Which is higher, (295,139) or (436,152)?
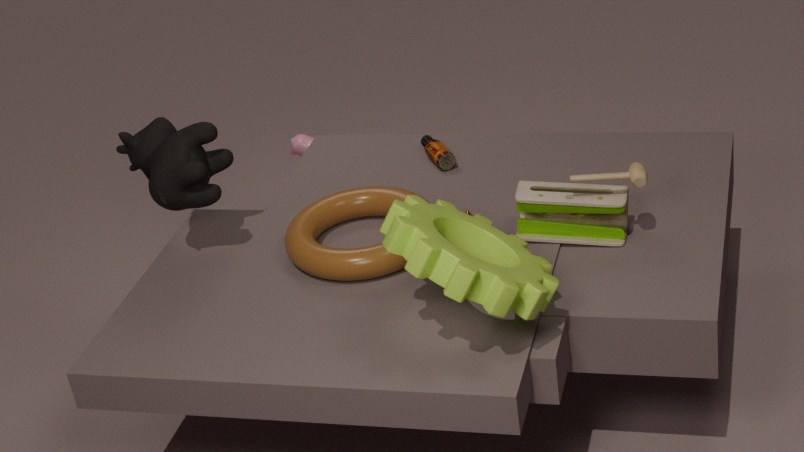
(436,152)
